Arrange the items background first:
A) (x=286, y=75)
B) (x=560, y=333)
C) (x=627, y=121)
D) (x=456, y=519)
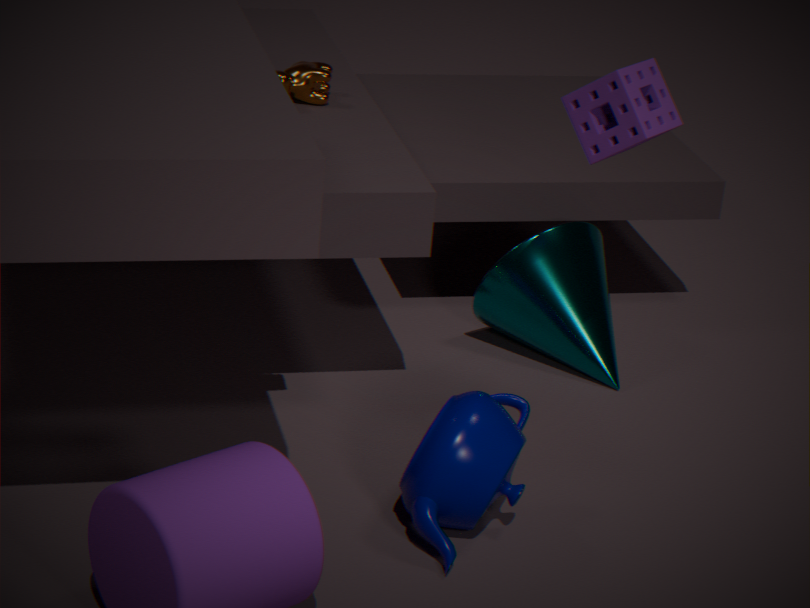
(x=560, y=333)
(x=286, y=75)
(x=627, y=121)
(x=456, y=519)
